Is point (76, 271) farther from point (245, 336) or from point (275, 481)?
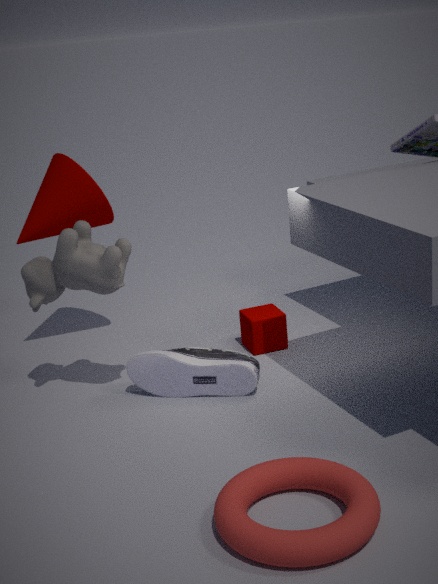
point (275, 481)
